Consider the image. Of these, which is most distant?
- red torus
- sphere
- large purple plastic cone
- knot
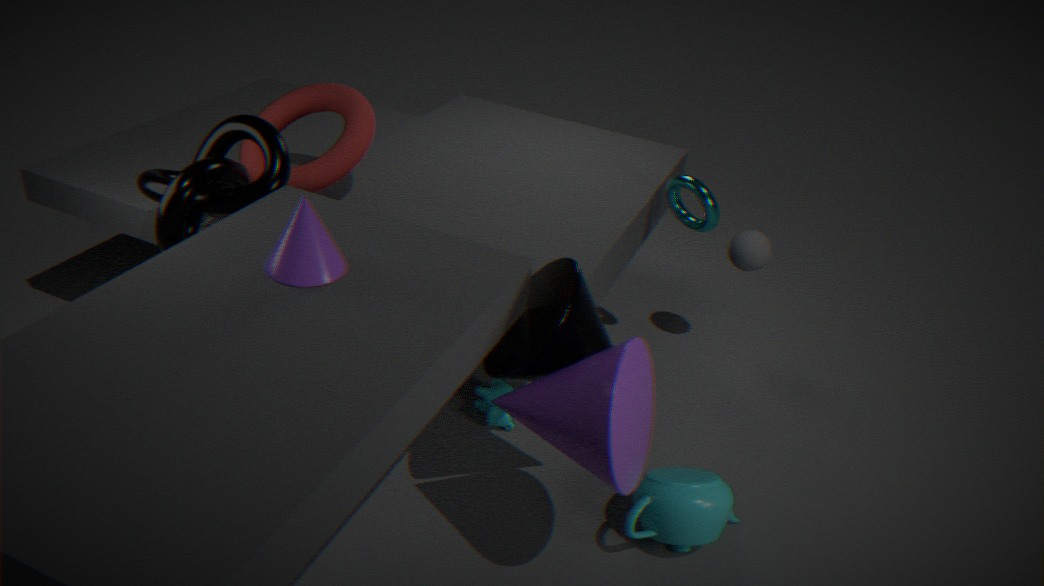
sphere
